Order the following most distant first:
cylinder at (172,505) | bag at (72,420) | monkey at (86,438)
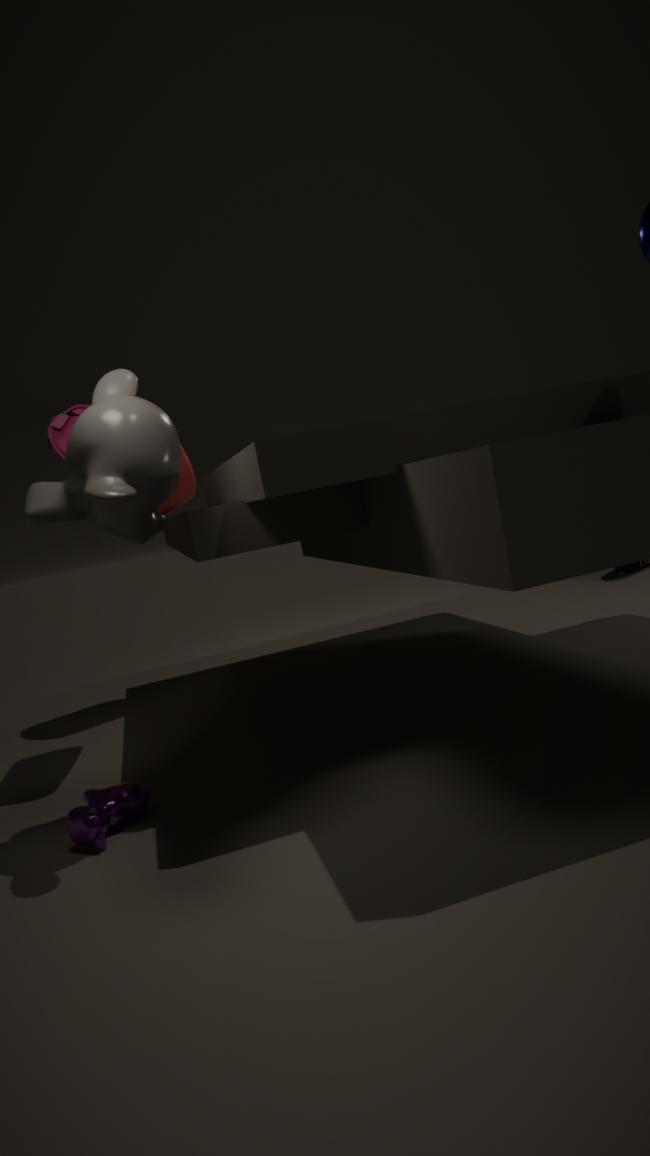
cylinder at (172,505), bag at (72,420), monkey at (86,438)
